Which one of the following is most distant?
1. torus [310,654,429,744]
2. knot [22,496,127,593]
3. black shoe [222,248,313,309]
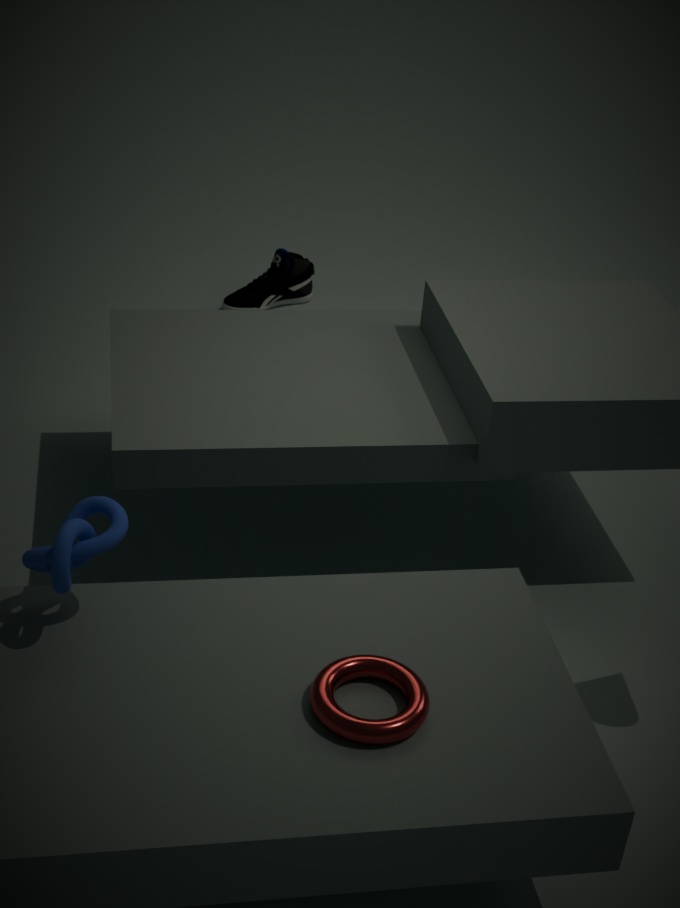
black shoe [222,248,313,309]
